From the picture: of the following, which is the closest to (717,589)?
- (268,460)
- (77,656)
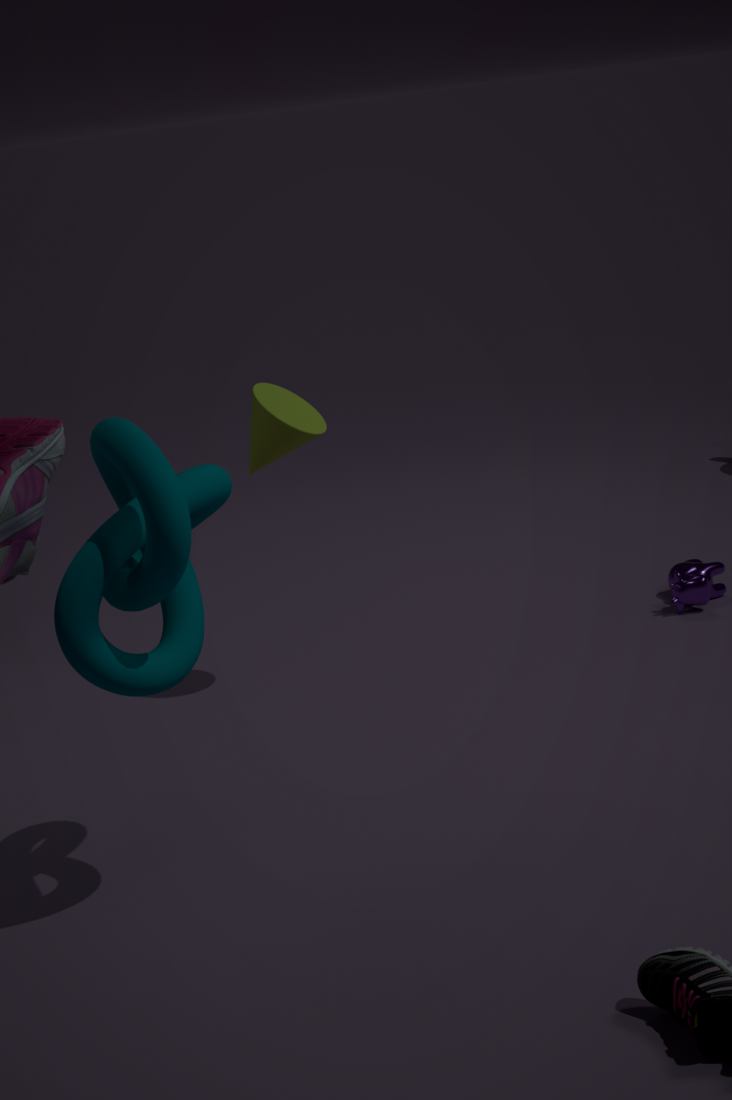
(268,460)
